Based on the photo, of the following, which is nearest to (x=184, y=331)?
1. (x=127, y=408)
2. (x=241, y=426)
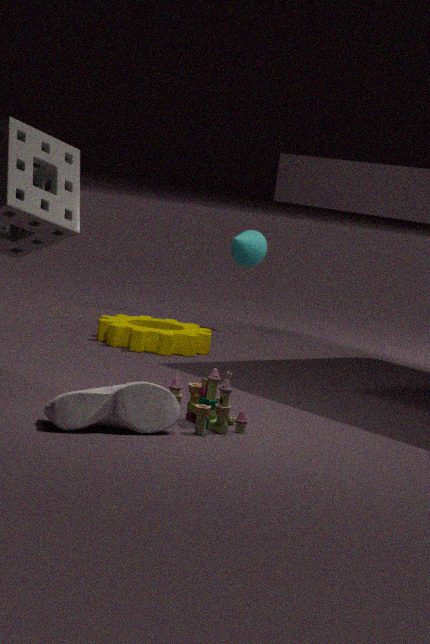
(x=241, y=426)
